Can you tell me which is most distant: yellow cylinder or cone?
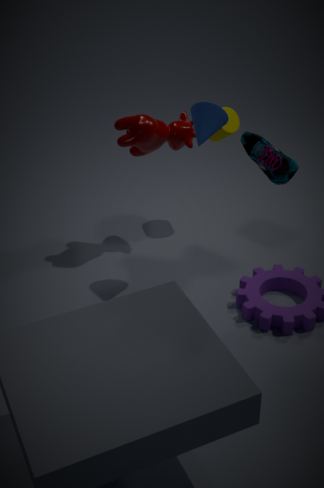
yellow cylinder
